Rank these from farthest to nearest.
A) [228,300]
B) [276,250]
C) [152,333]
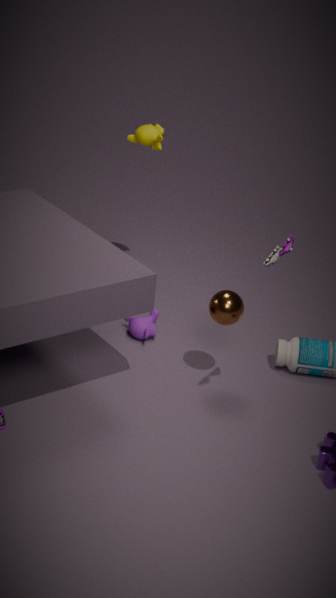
1. [152,333]
2. [228,300]
3. [276,250]
